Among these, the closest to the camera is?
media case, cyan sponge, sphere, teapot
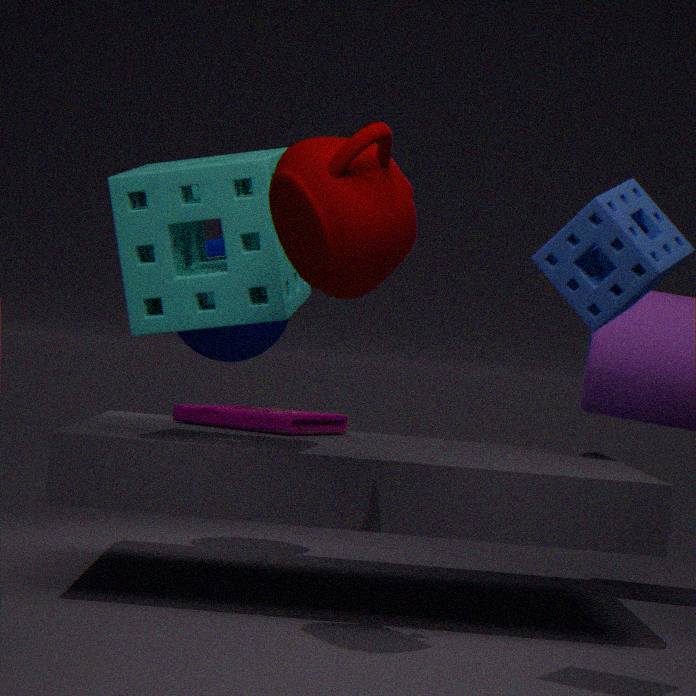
teapot
